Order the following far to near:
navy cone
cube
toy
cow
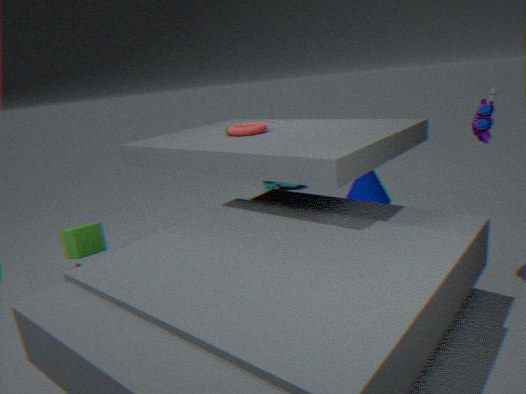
cow
navy cone
cube
toy
